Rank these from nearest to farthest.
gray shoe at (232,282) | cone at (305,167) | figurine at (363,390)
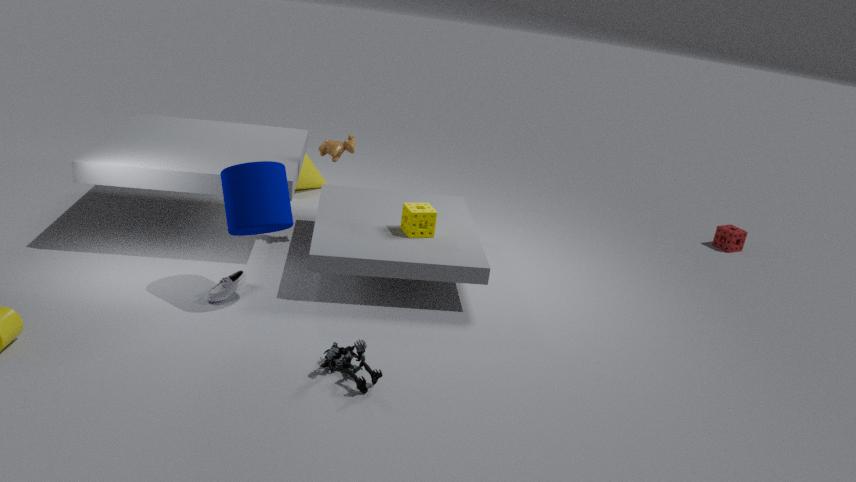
figurine at (363,390), gray shoe at (232,282), cone at (305,167)
